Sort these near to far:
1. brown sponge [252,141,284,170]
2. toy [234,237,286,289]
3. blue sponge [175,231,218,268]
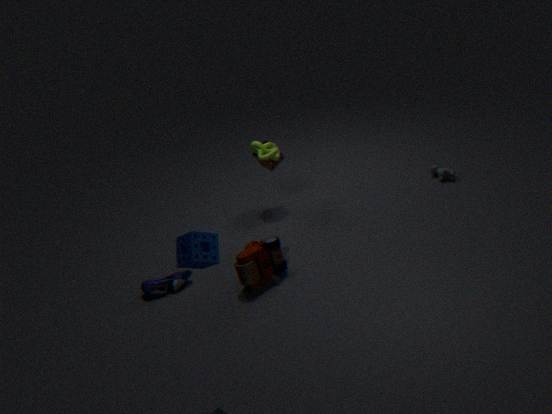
blue sponge [175,231,218,268] < toy [234,237,286,289] < brown sponge [252,141,284,170]
